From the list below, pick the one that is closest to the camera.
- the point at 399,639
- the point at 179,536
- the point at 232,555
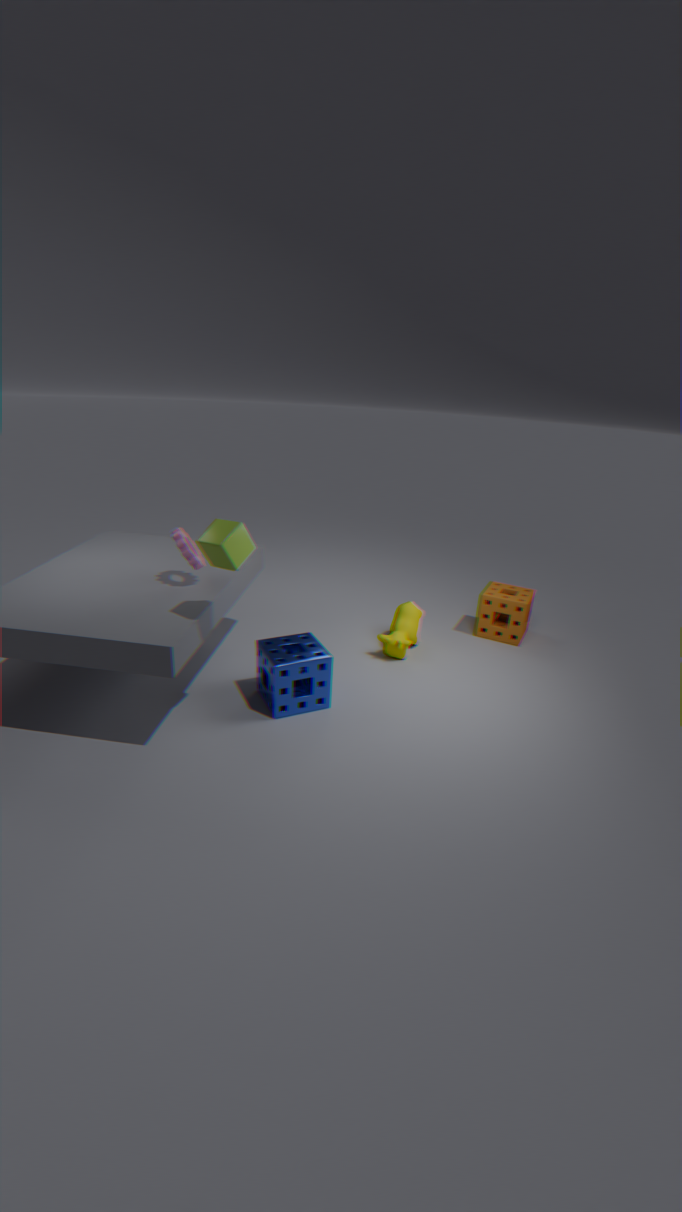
the point at 232,555
